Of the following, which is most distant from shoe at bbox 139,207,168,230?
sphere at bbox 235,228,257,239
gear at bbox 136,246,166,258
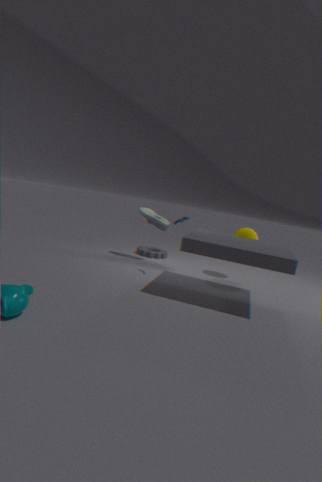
sphere at bbox 235,228,257,239
